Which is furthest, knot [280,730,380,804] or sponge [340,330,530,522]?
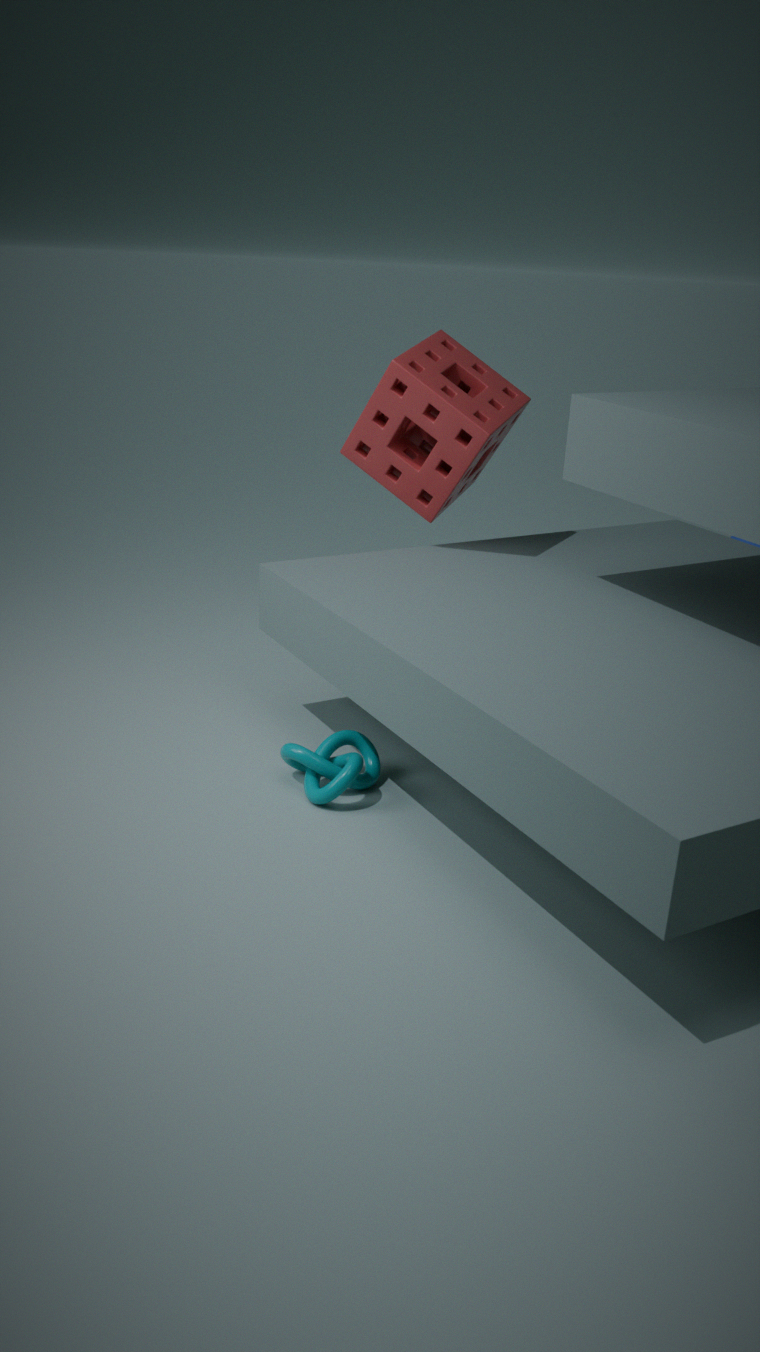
sponge [340,330,530,522]
